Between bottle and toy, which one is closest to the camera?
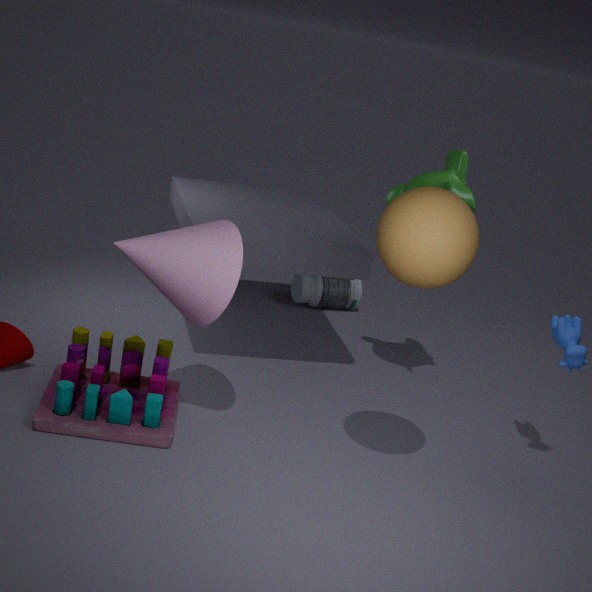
toy
